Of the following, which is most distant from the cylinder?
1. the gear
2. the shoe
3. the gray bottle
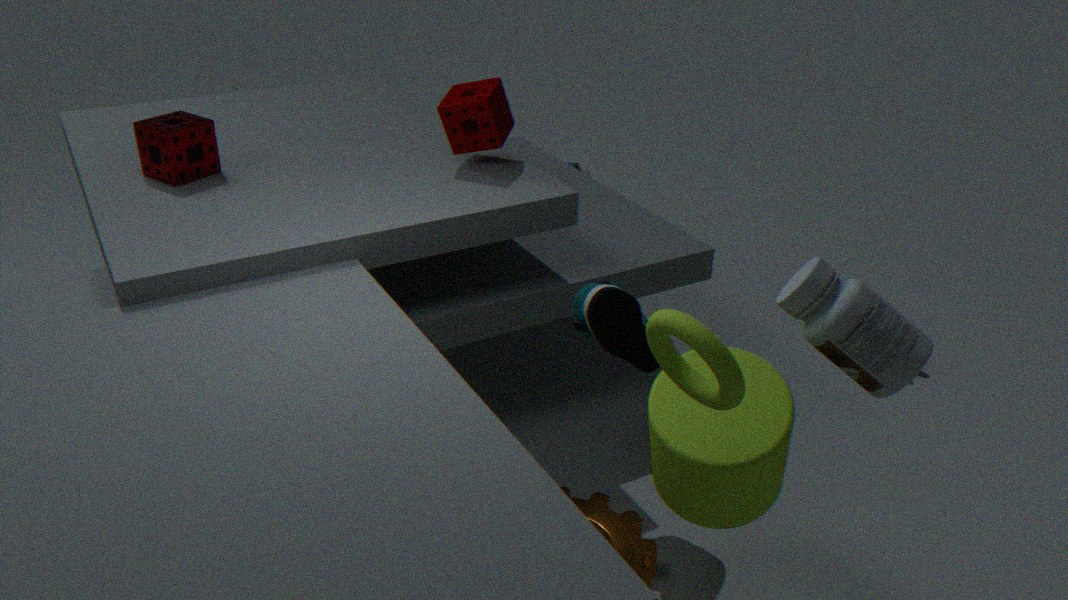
the gear
